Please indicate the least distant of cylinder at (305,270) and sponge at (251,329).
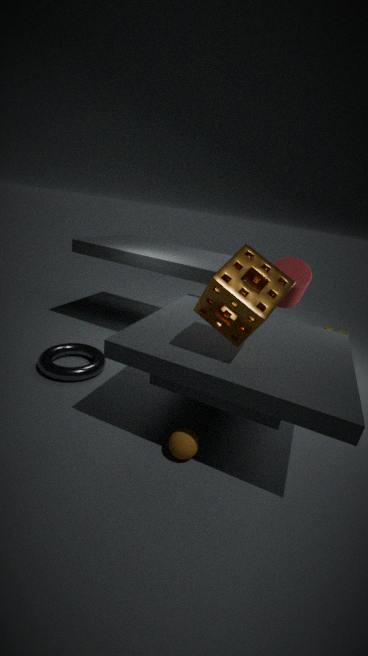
sponge at (251,329)
